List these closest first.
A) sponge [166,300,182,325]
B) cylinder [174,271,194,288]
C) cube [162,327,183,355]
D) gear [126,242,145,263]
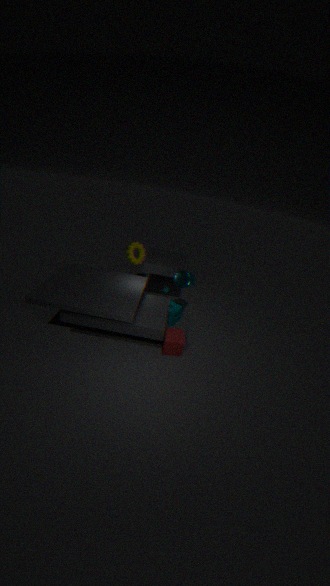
1. cube [162,327,183,355]
2. cylinder [174,271,194,288]
3. sponge [166,300,182,325]
4. gear [126,242,145,263]
